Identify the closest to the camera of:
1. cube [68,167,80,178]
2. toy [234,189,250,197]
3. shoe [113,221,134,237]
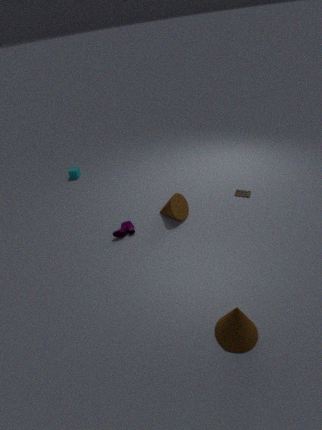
shoe [113,221,134,237]
